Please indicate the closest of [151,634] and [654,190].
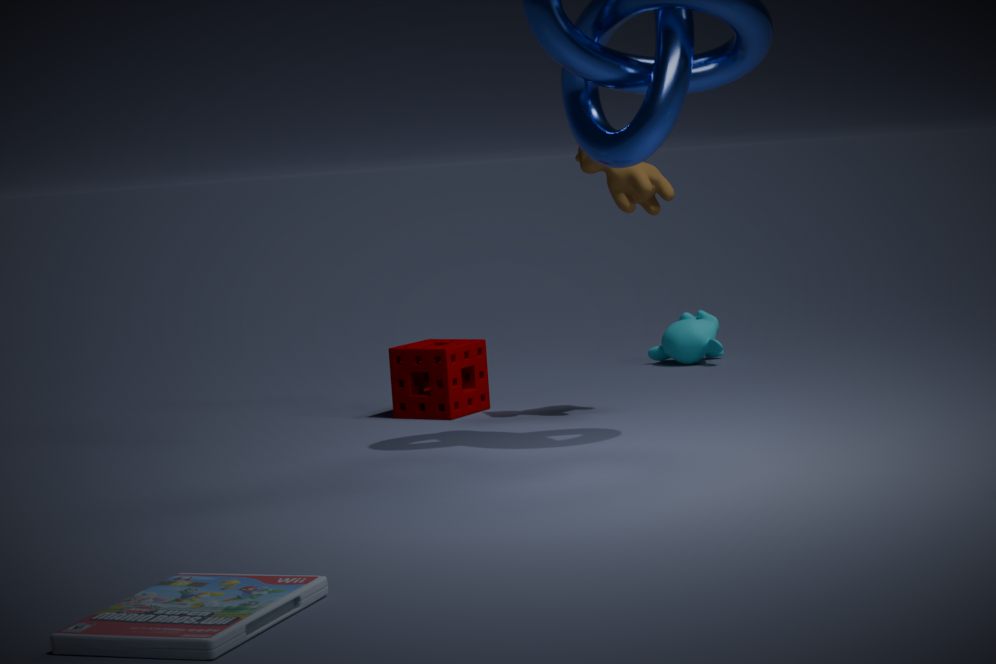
[151,634]
